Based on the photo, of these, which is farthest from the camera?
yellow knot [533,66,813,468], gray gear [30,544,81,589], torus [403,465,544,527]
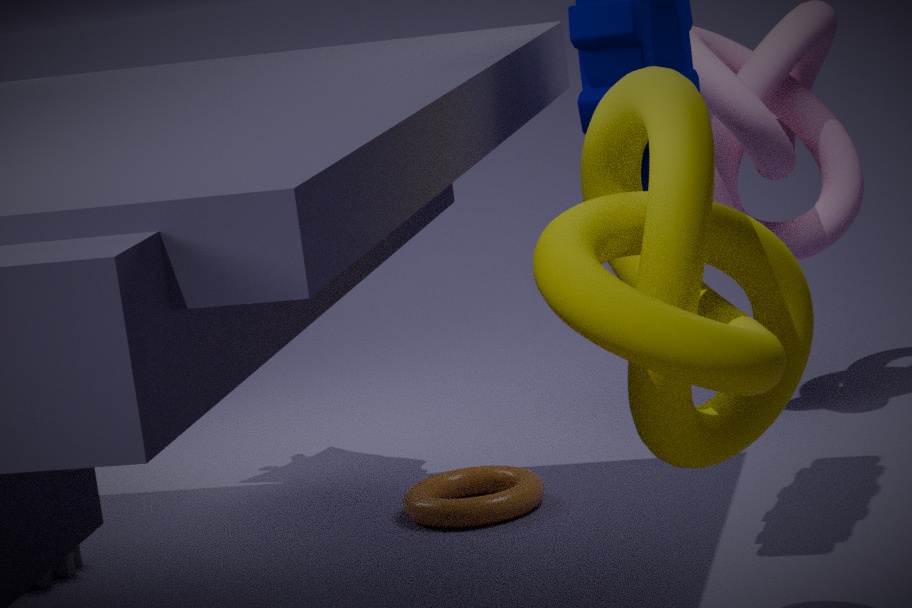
torus [403,465,544,527]
